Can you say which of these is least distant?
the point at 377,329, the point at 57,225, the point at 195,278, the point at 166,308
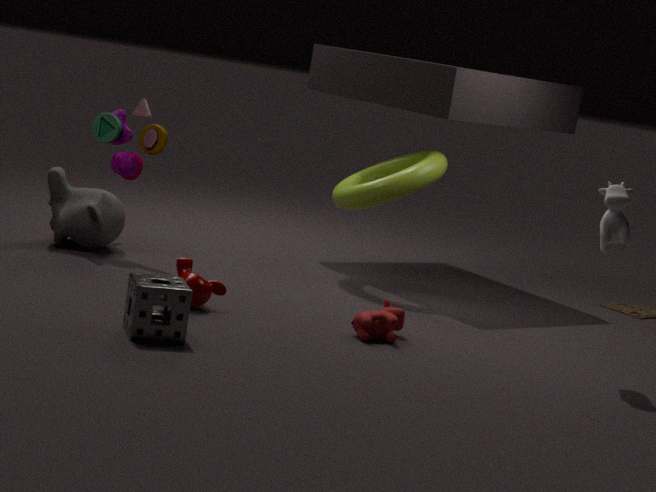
the point at 166,308
